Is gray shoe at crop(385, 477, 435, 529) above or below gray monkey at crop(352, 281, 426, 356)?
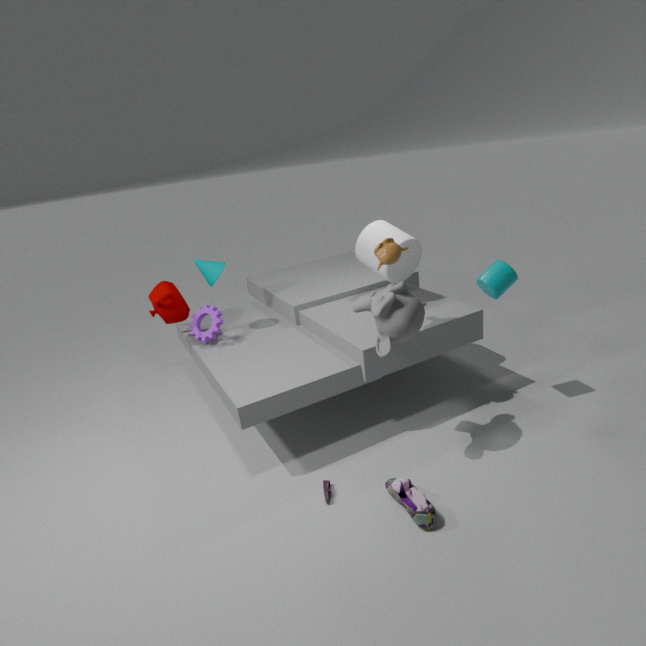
below
